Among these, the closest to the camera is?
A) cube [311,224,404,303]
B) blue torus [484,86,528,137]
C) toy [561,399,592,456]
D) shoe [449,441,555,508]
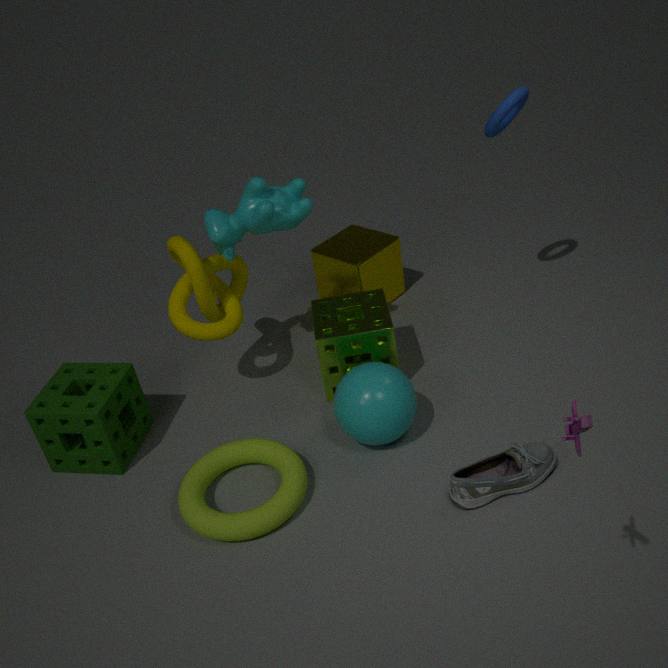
toy [561,399,592,456]
